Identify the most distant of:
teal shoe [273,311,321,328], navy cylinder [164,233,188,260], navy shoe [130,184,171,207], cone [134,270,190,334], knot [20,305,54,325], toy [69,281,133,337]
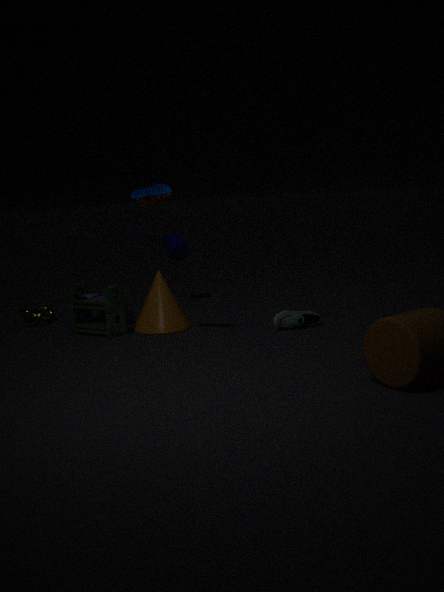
navy cylinder [164,233,188,260]
